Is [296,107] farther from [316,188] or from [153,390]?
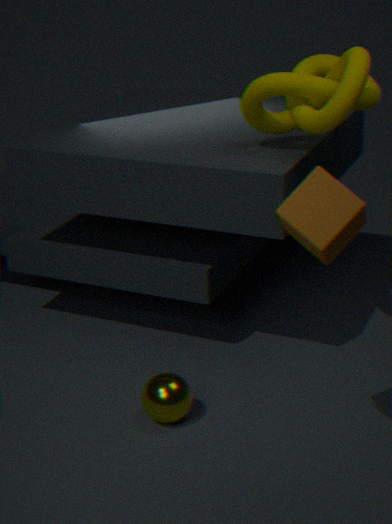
[153,390]
